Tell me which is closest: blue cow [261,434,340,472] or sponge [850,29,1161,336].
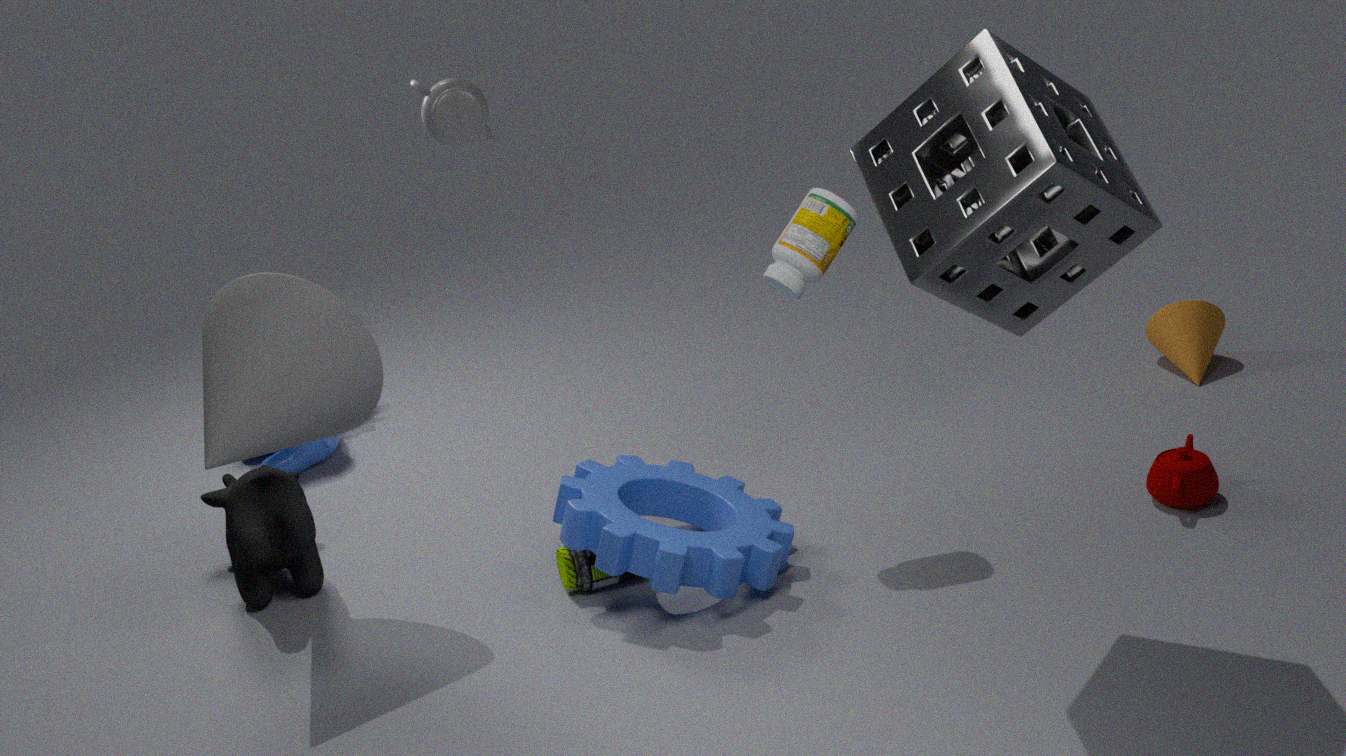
sponge [850,29,1161,336]
